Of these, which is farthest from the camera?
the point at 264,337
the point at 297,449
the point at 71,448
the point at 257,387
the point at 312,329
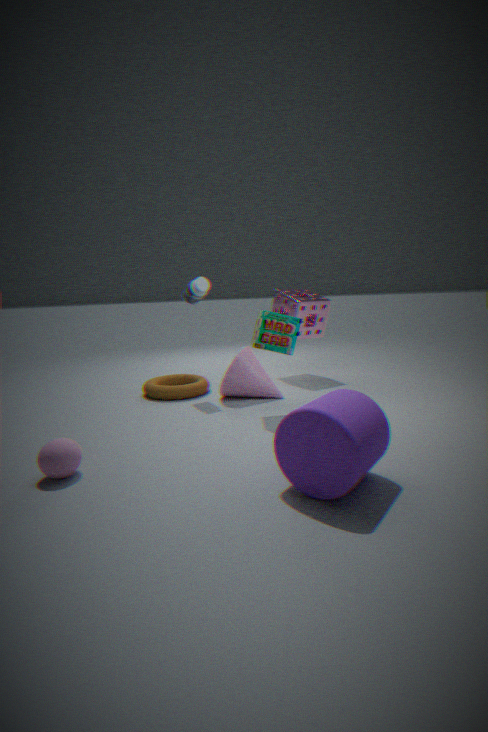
the point at 312,329
